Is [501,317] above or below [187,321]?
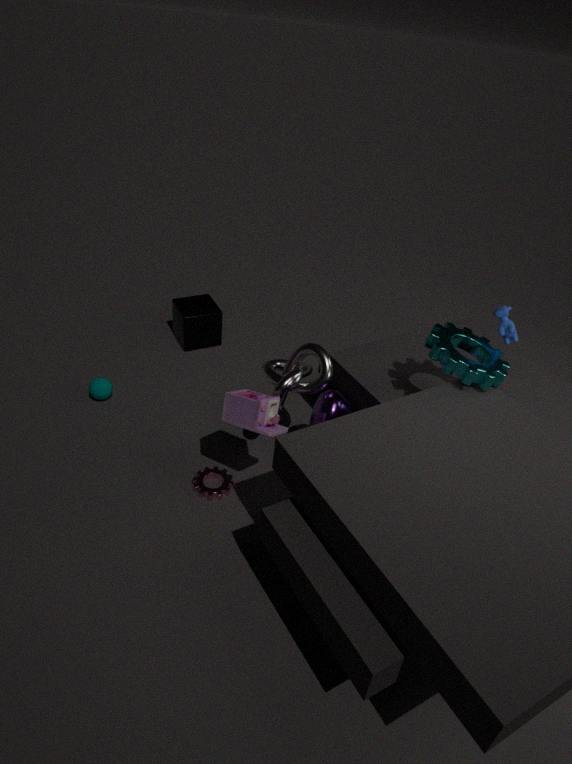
above
